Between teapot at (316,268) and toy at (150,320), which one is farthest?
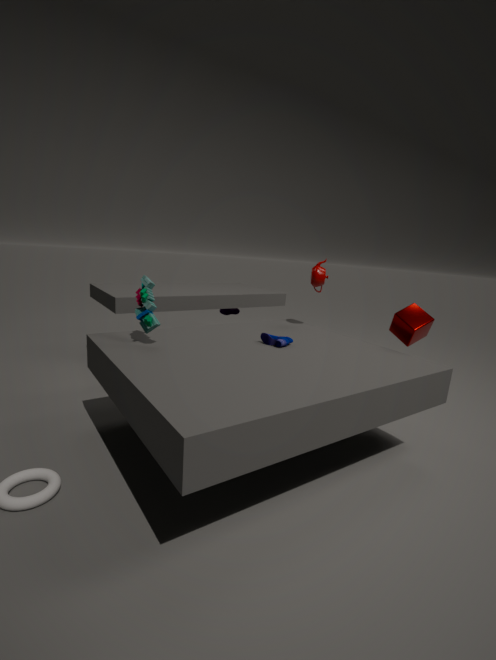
teapot at (316,268)
